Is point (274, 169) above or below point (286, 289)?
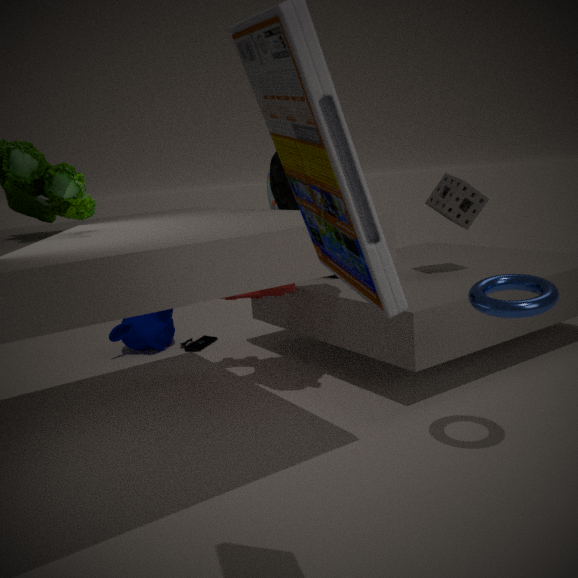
above
